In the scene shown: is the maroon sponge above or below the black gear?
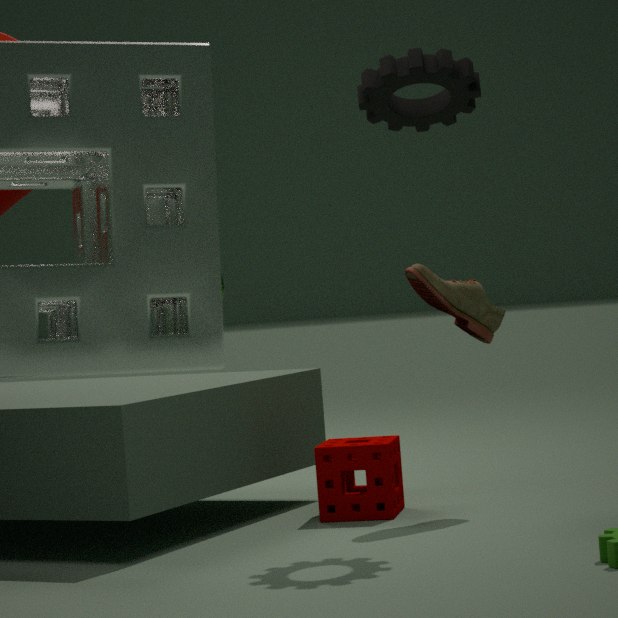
below
